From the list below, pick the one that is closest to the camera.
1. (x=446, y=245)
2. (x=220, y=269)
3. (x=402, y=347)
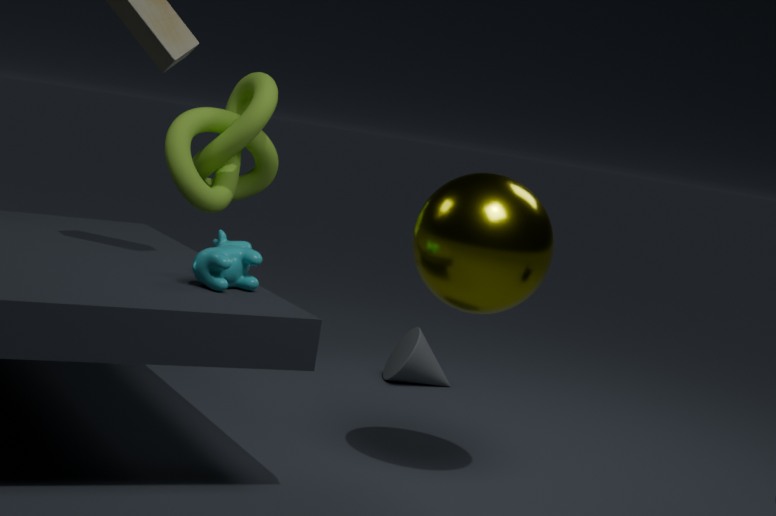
(x=220, y=269)
